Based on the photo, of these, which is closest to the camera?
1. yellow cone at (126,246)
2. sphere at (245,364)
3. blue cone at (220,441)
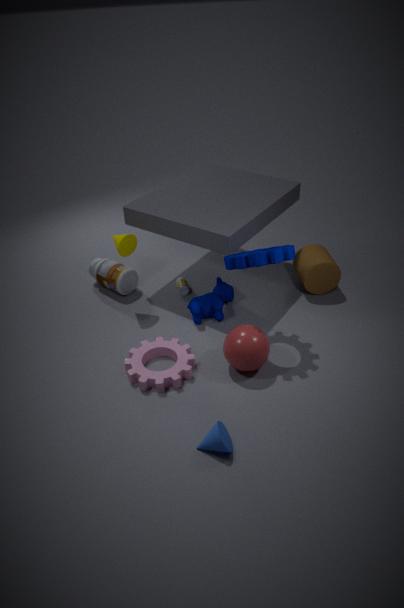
blue cone at (220,441)
